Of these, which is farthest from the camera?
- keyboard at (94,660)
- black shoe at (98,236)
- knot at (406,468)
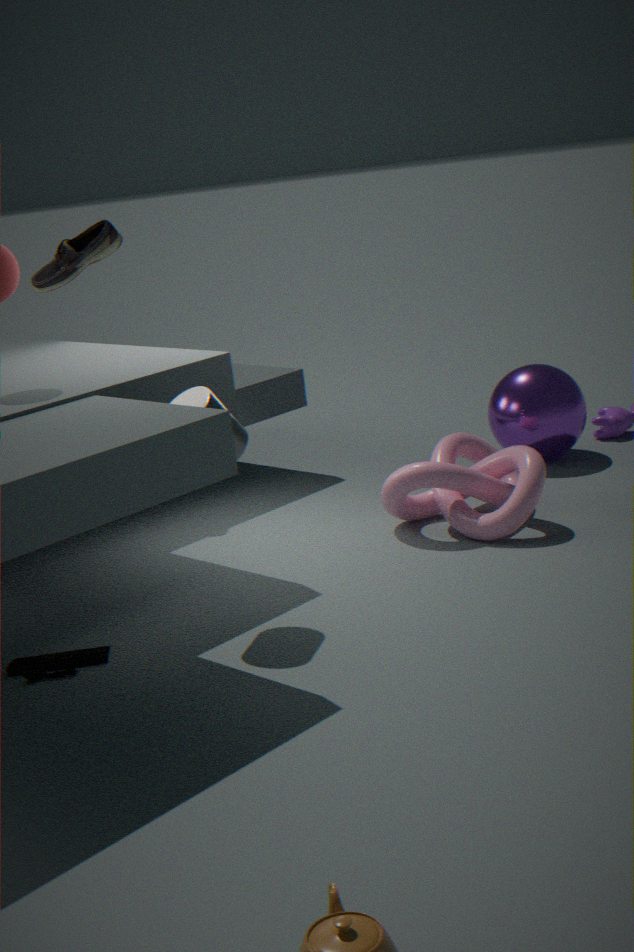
black shoe at (98,236)
